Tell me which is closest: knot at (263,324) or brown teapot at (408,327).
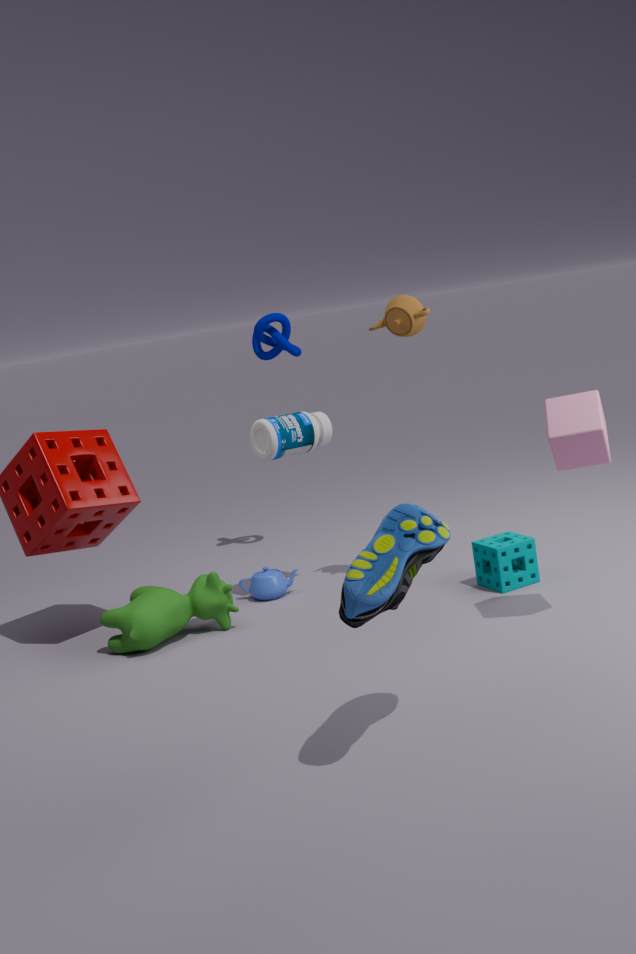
brown teapot at (408,327)
